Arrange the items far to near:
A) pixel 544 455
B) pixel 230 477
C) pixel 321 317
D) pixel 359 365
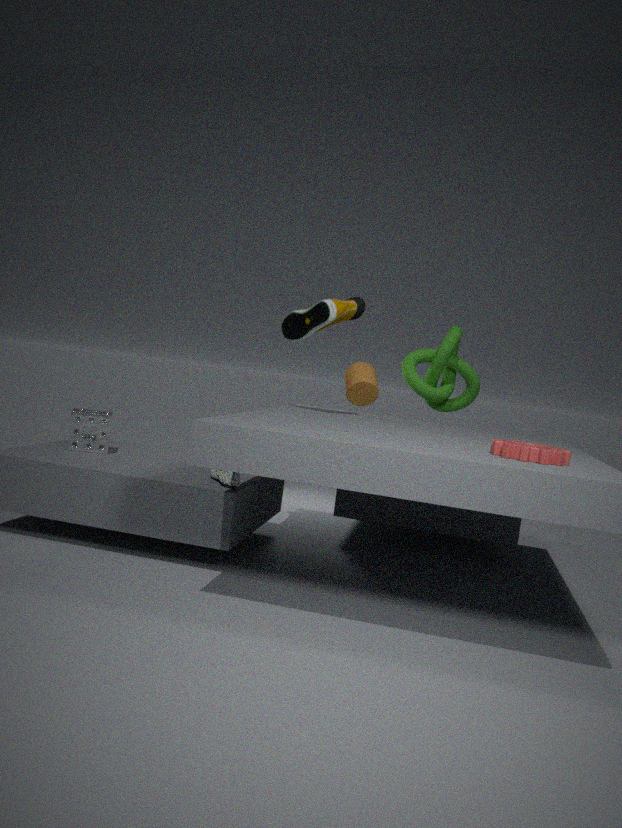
pixel 359 365
pixel 321 317
pixel 230 477
pixel 544 455
